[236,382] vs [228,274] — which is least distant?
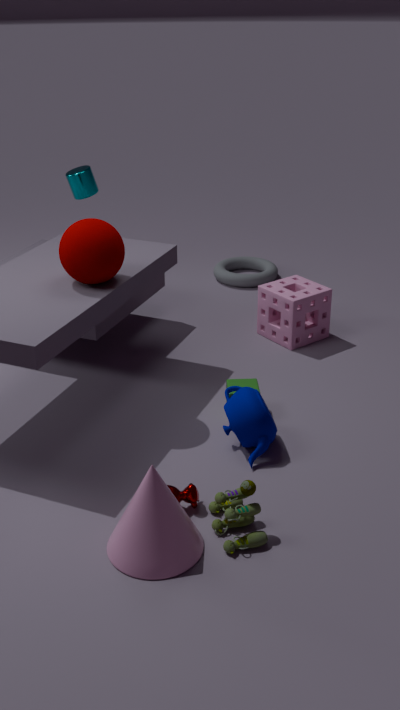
[236,382]
